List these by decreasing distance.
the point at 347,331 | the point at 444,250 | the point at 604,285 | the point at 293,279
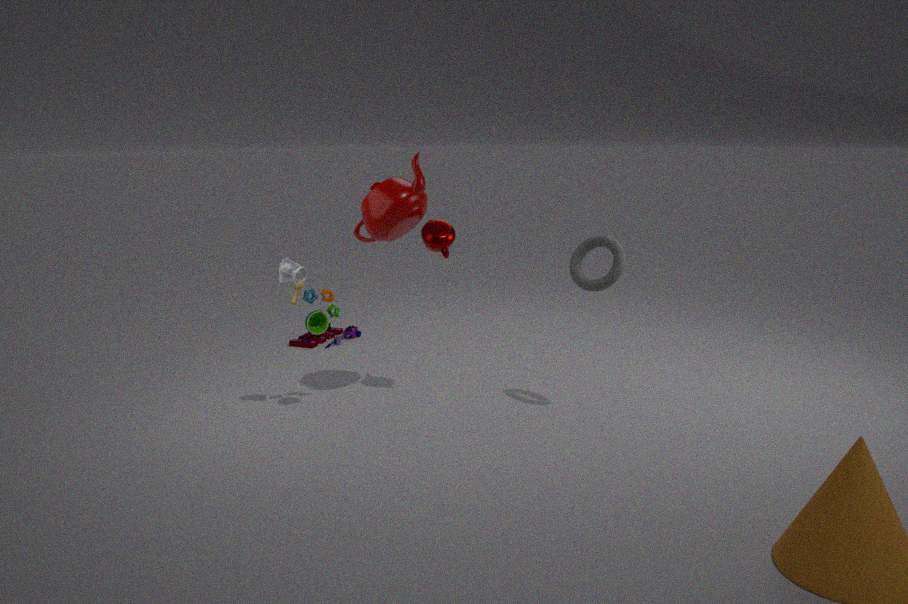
the point at 347,331 < the point at 444,250 < the point at 293,279 < the point at 604,285
